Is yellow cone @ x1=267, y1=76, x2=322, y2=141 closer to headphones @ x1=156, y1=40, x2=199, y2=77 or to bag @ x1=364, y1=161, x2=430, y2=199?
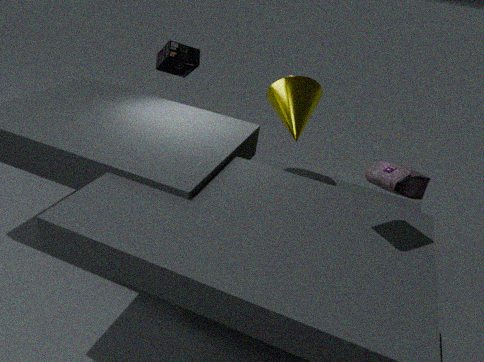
headphones @ x1=156, y1=40, x2=199, y2=77
